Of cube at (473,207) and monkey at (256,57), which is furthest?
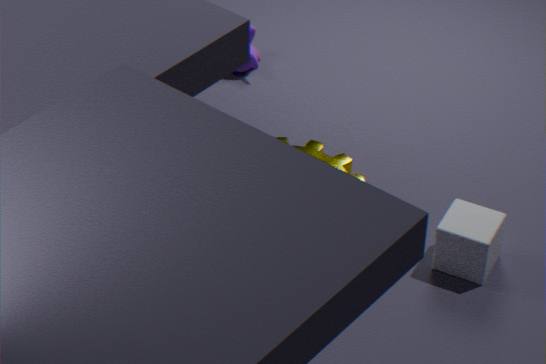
monkey at (256,57)
